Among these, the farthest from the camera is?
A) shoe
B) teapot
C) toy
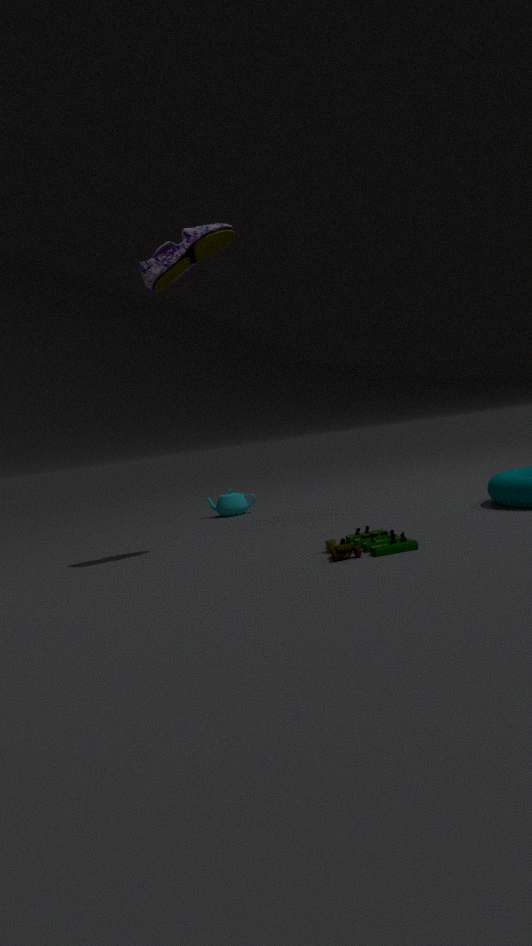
teapot
